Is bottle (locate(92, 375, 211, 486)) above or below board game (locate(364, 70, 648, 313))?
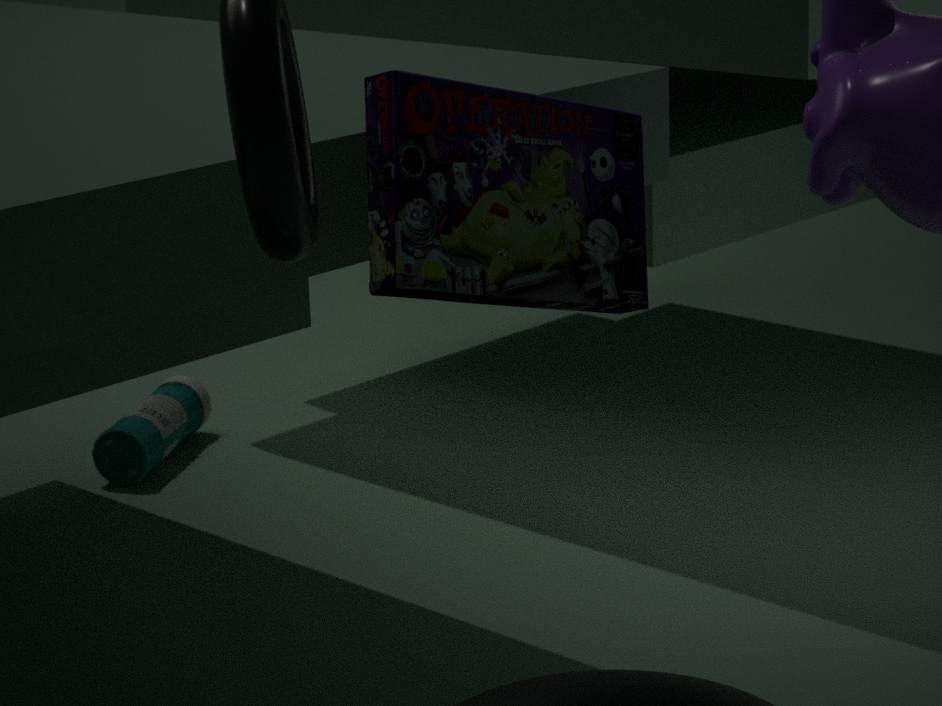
below
